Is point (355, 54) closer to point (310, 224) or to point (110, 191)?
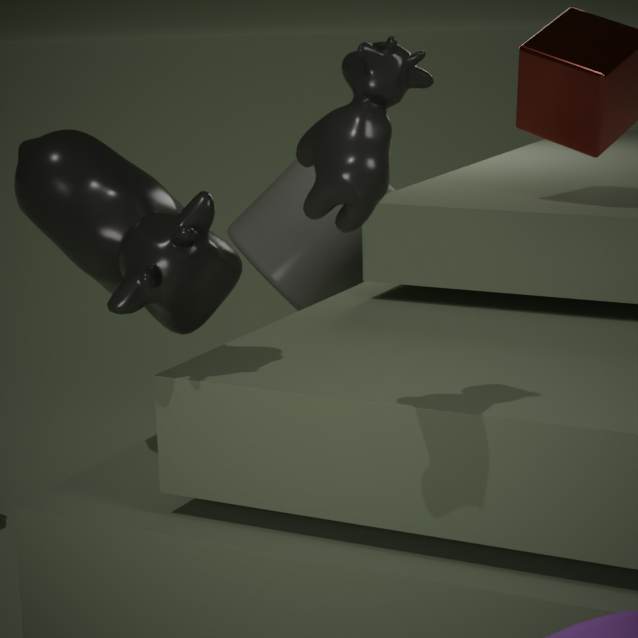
point (110, 191)
